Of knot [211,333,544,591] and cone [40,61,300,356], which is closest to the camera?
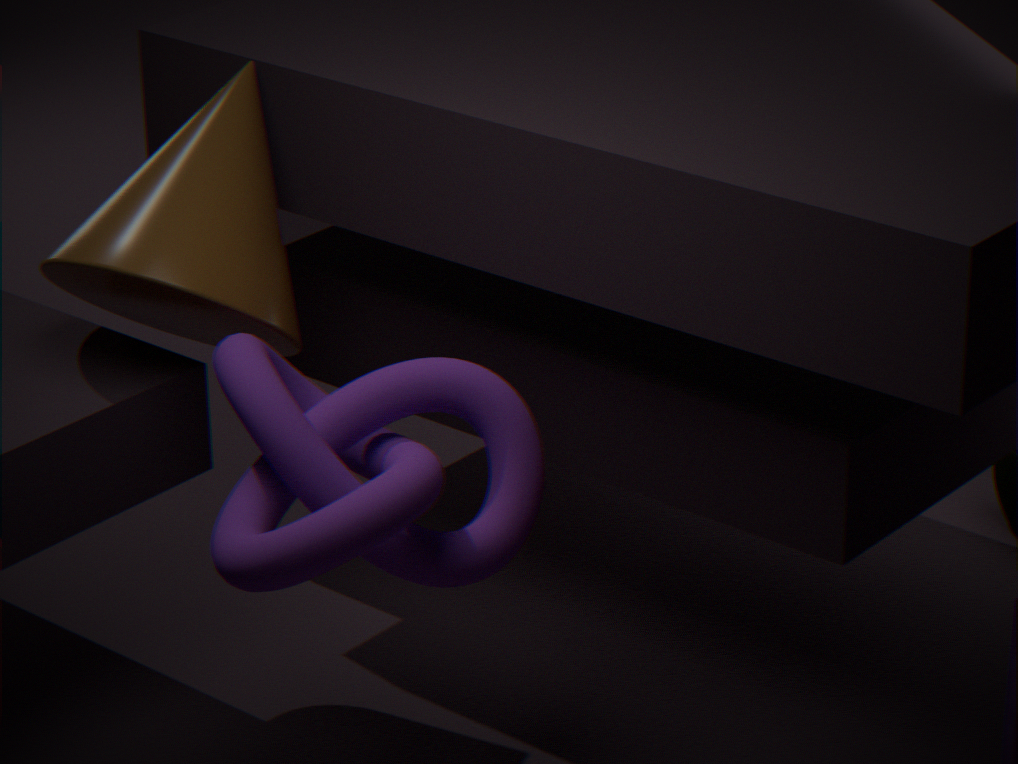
knot [211,333,544,591]
